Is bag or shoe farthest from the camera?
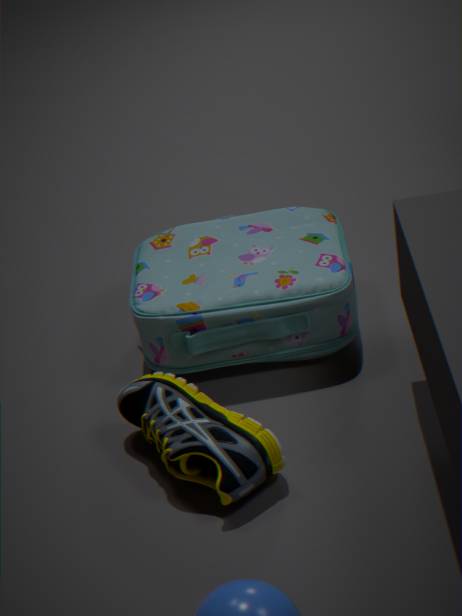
bag
